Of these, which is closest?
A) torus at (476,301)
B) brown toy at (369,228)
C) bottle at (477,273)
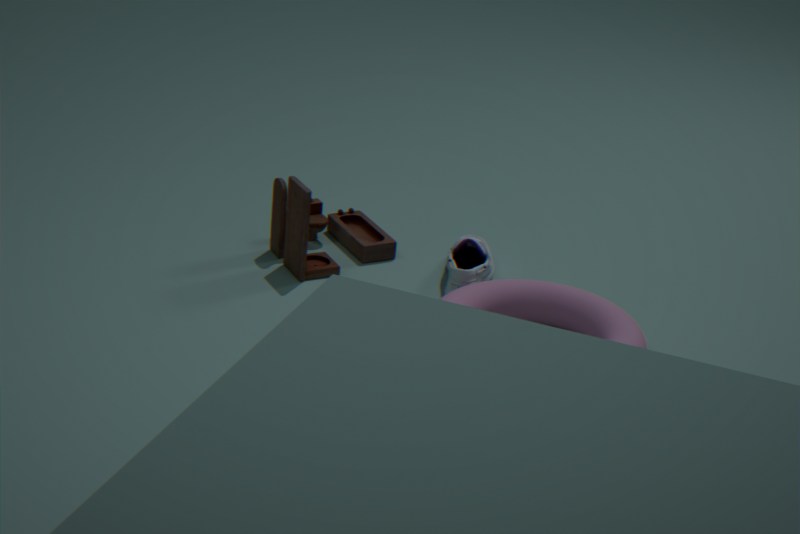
torus at (476,301)
